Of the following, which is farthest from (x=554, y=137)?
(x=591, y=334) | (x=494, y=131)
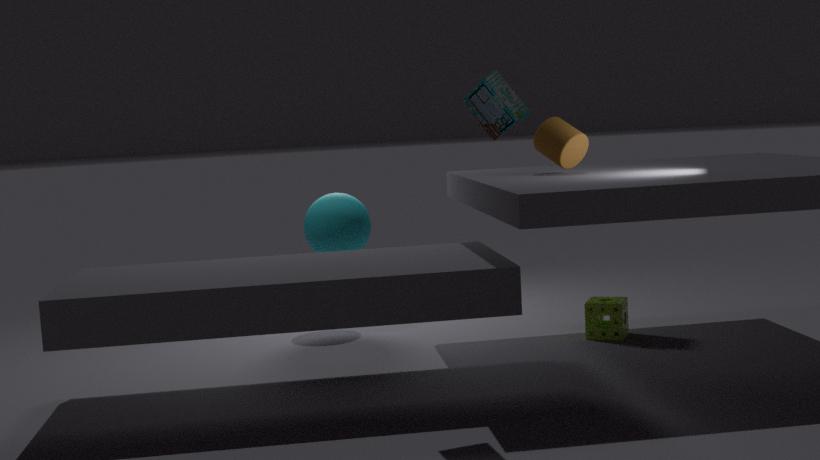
(x=494, y=131)
